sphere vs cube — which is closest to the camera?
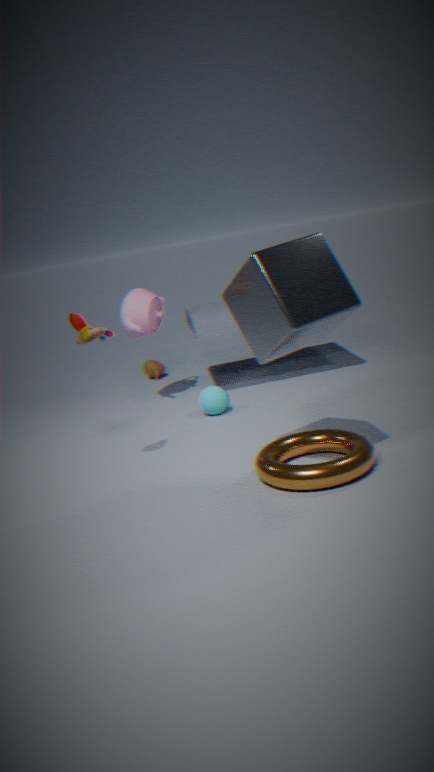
cube
